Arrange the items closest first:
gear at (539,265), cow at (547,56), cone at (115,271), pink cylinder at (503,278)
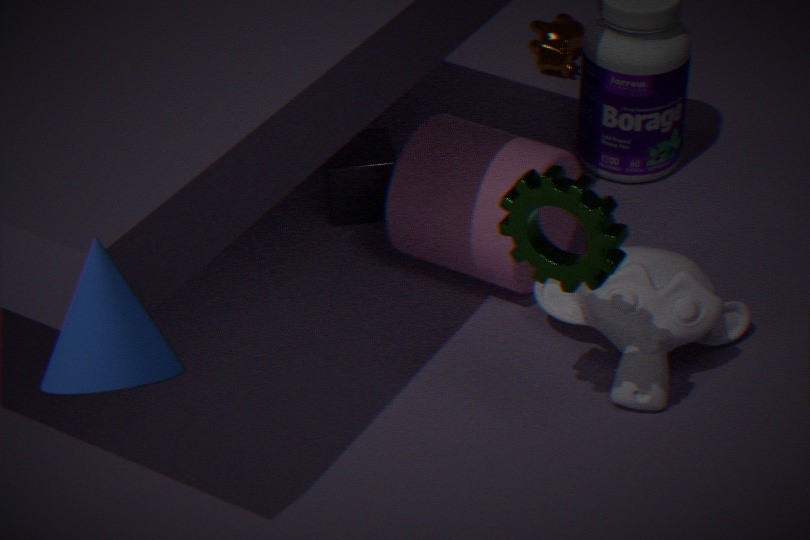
cone at (115,271)
gear at (539,265)
pink cylinder at (503,278)
cow at (547,56)
